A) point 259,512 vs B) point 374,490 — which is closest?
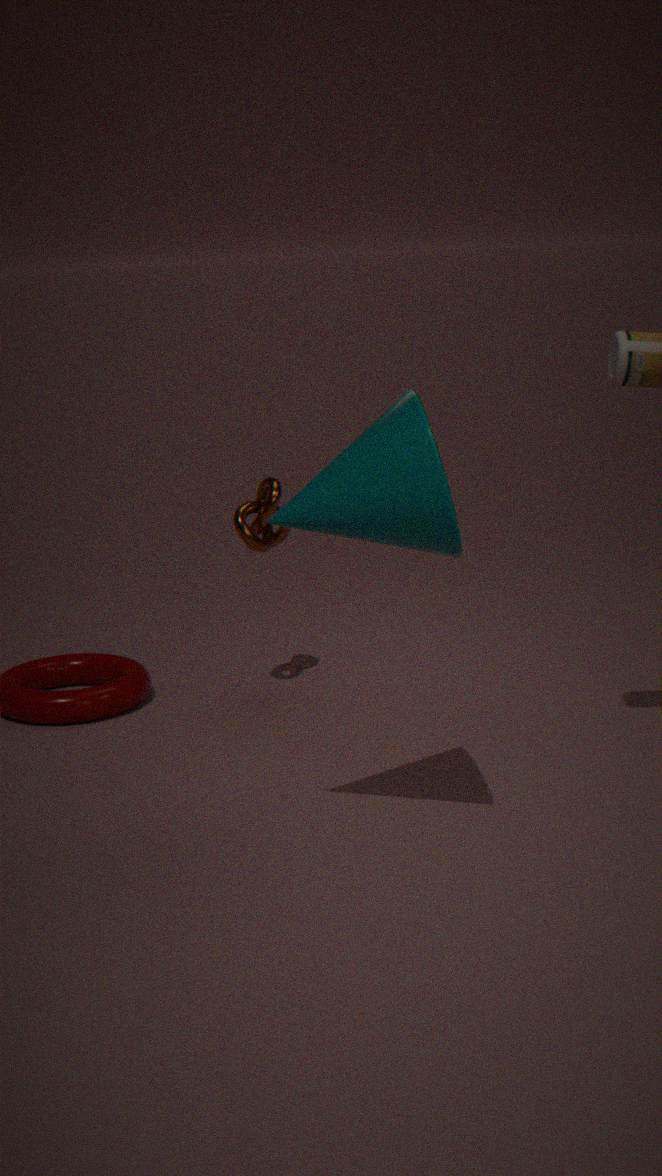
B. point 374,490
